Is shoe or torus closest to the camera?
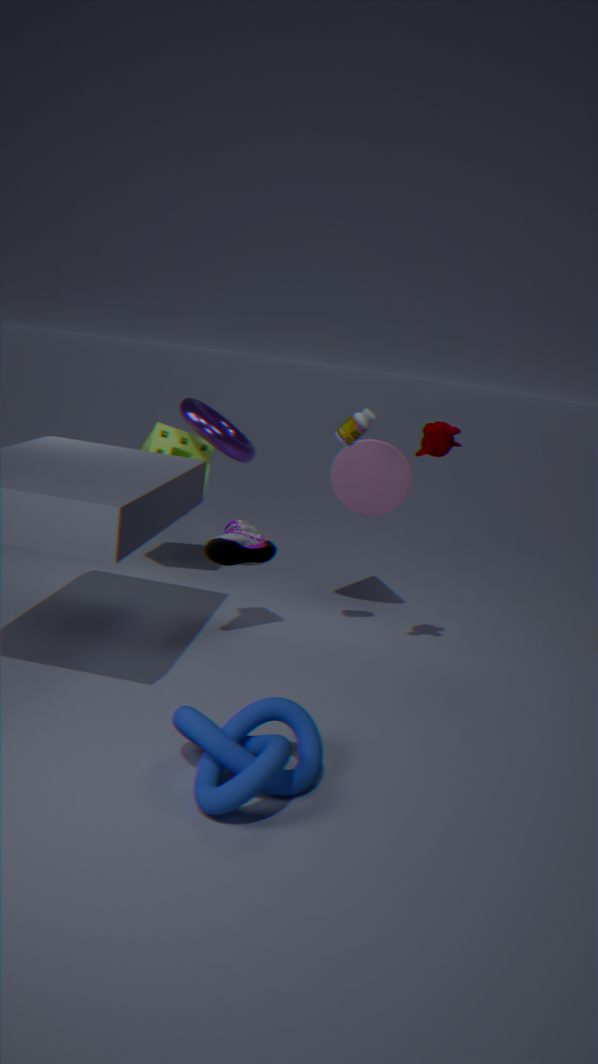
shoe
